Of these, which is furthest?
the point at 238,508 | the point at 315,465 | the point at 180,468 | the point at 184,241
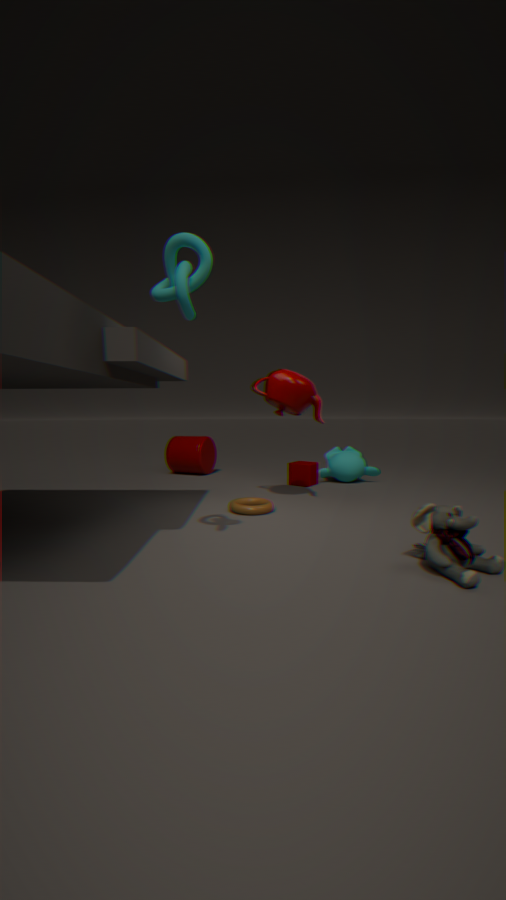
the point at 180,468
